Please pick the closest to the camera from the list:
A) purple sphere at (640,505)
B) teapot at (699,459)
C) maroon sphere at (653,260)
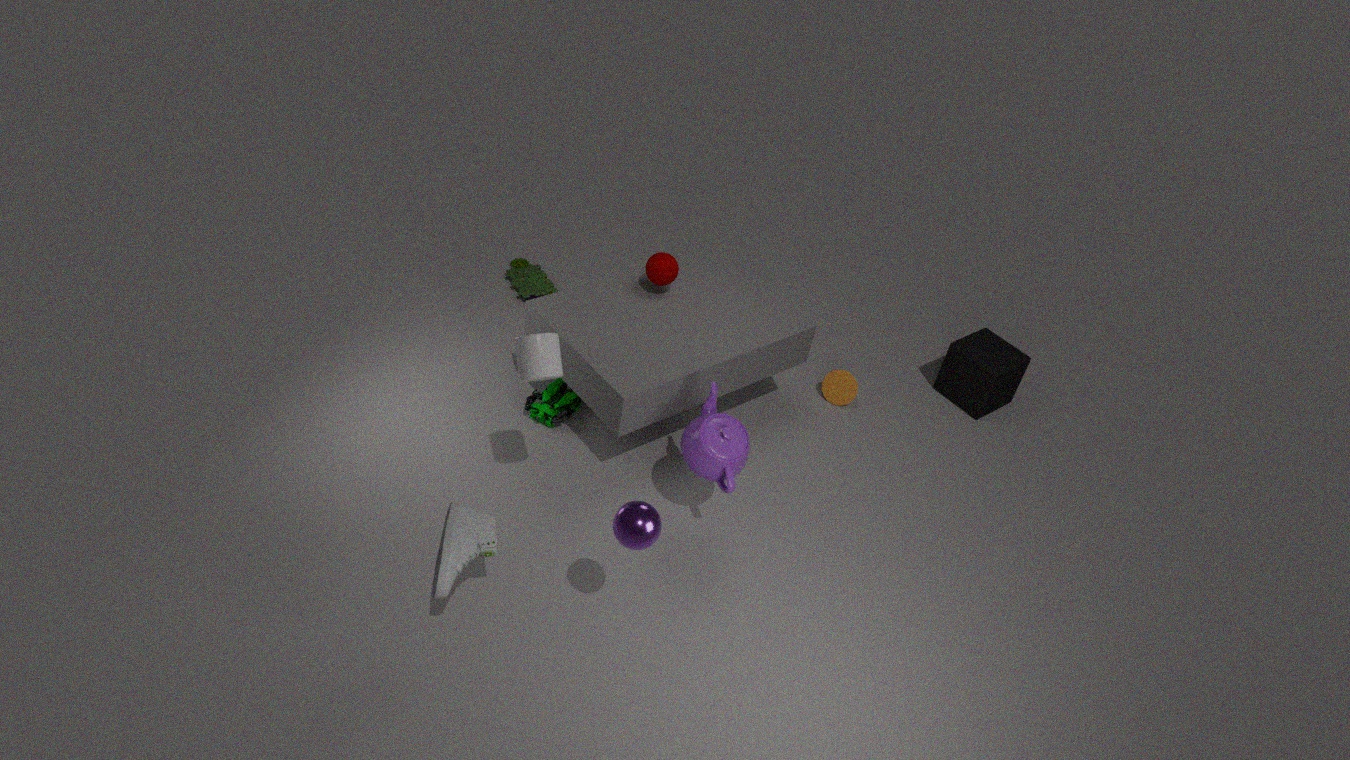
purple sphere at (640,505)
